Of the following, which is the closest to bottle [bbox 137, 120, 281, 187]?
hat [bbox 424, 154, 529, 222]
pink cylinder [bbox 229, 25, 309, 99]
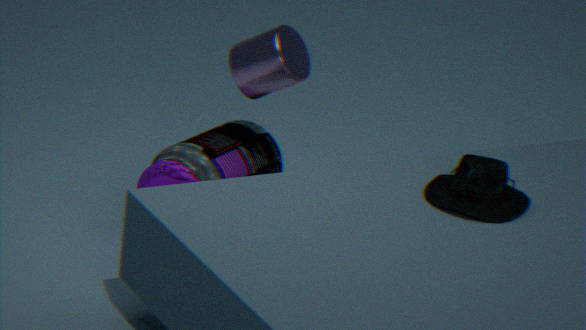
pink cylinder [bbox 229, 25, 309, 99]
